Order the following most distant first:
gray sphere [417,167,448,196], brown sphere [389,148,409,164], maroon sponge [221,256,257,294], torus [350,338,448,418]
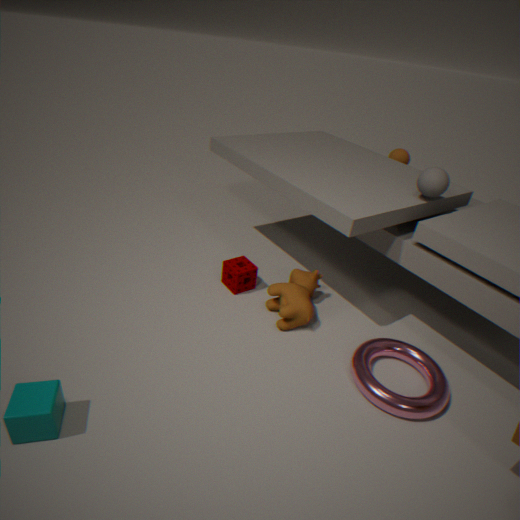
brown sphere [389,148,409,164] < maroon sponge [221,256,257,294] < gray sphere [417,167,448,196] < torus [350,338,448,418]
